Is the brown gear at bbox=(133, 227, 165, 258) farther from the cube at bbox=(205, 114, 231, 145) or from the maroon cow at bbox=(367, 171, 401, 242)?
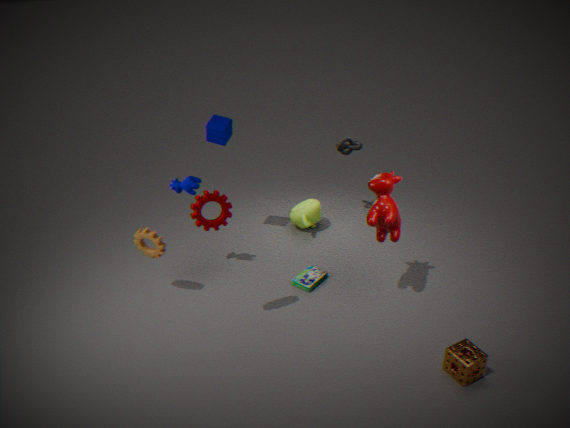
the maroon cow at bbox=(367, 171, 401, 242)
